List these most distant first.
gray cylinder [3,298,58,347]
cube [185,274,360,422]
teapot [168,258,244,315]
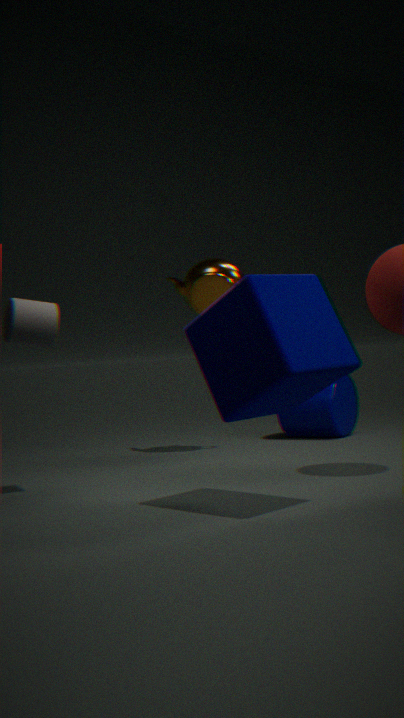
teapot [168,258,244,315]
gray cylinder [3,298,58,347]
cube [185,274,360,422]
